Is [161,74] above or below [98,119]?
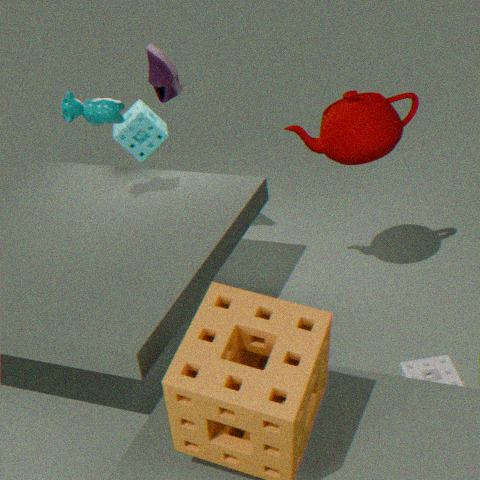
above
